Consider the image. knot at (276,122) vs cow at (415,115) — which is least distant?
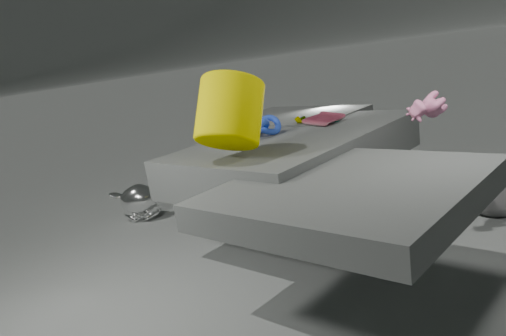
cow at (415,115)
